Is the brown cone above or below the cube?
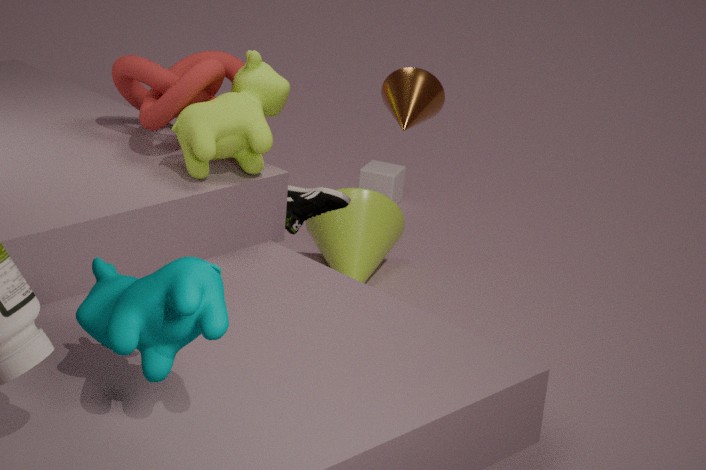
above
